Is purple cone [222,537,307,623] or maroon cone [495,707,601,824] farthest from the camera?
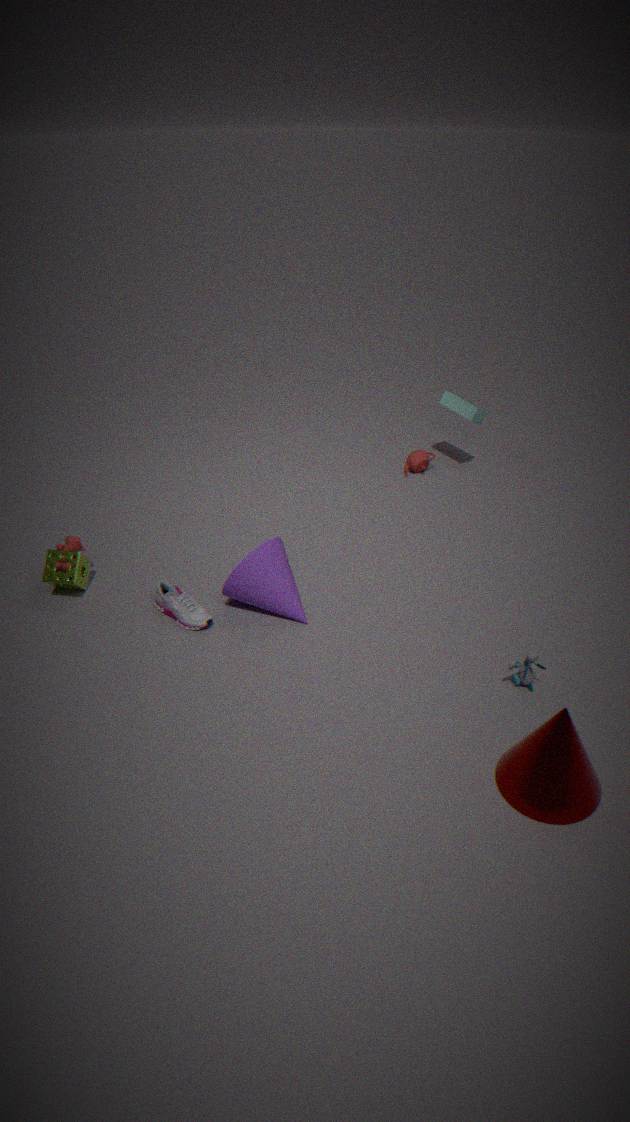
purple cone [222,537,307,623]
